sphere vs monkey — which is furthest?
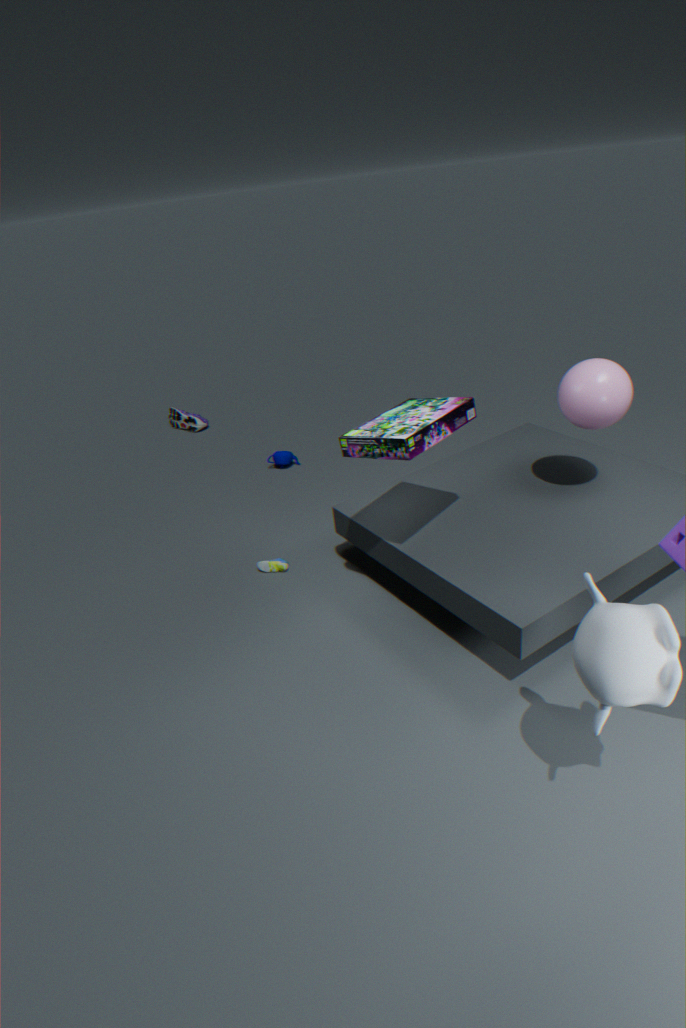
sphere
